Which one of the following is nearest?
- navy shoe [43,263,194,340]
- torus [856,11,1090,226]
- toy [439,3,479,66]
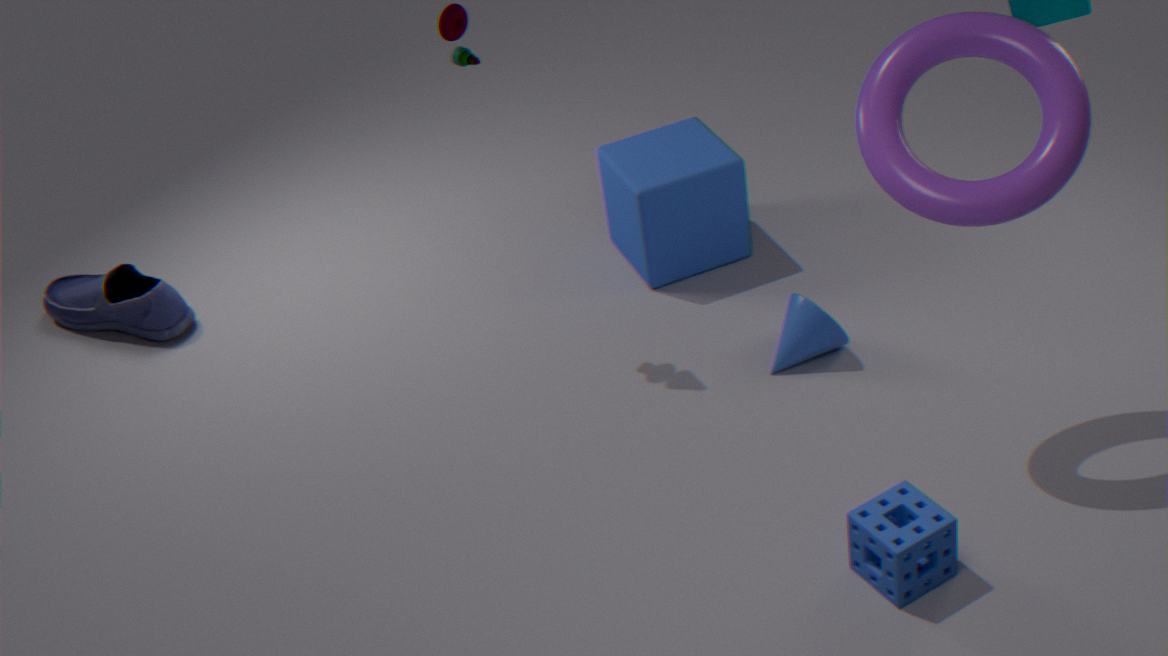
torus [856,11,1090,226]
